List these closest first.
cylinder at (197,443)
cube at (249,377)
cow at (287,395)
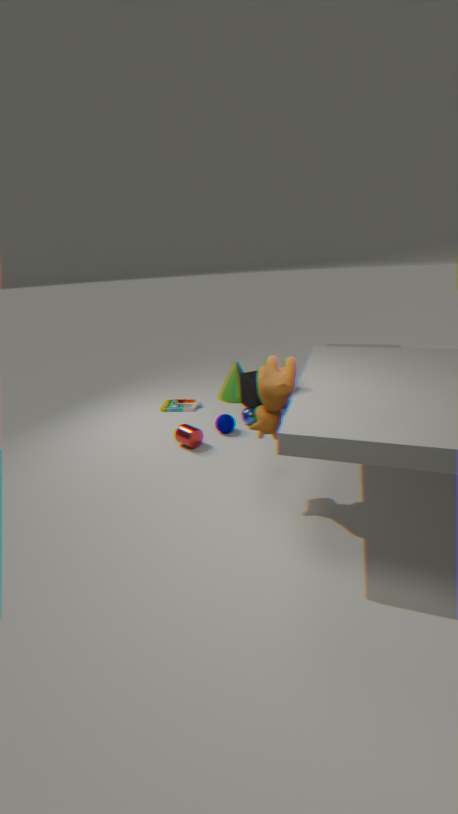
1. cow at (287,395)
2. cylinder at (197,443)
3. cube at (249,377)
